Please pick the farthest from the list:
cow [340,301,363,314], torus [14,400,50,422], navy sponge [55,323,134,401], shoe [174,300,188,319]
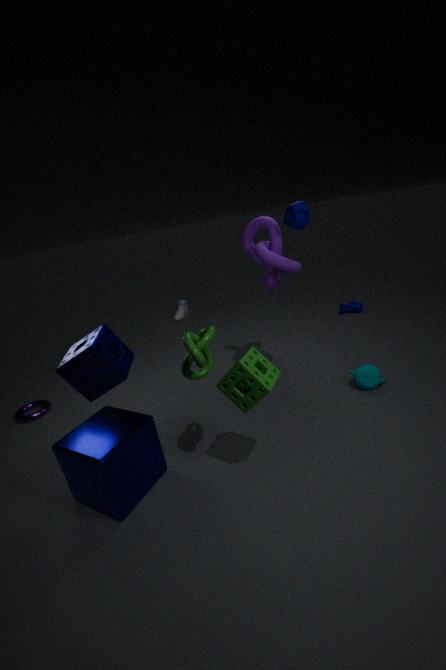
shoe [174,300,188,319]
